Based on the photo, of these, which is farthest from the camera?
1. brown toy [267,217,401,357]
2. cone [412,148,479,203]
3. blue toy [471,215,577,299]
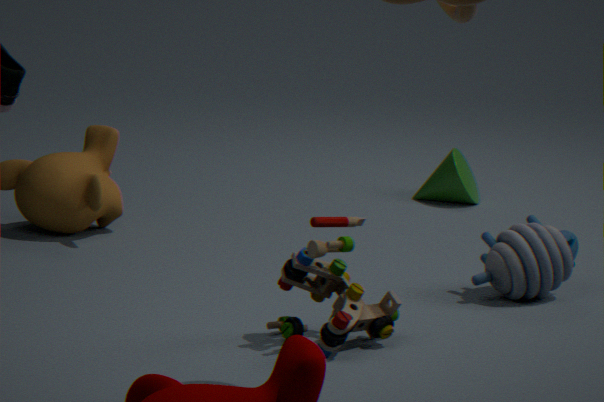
cone [412,148,479,203]
